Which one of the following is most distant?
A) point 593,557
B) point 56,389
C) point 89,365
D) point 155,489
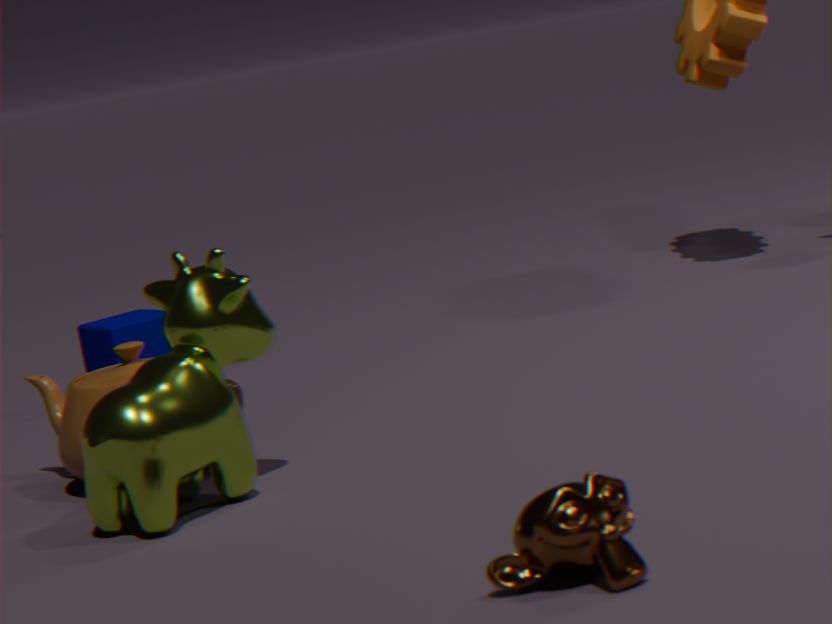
point 89,365
